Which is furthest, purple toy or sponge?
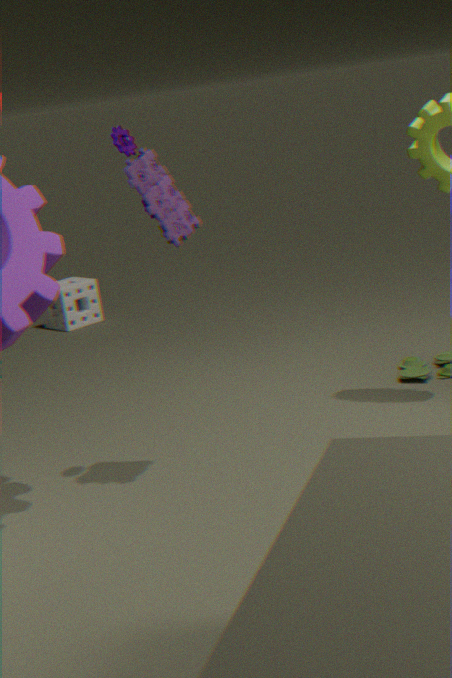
sponge
